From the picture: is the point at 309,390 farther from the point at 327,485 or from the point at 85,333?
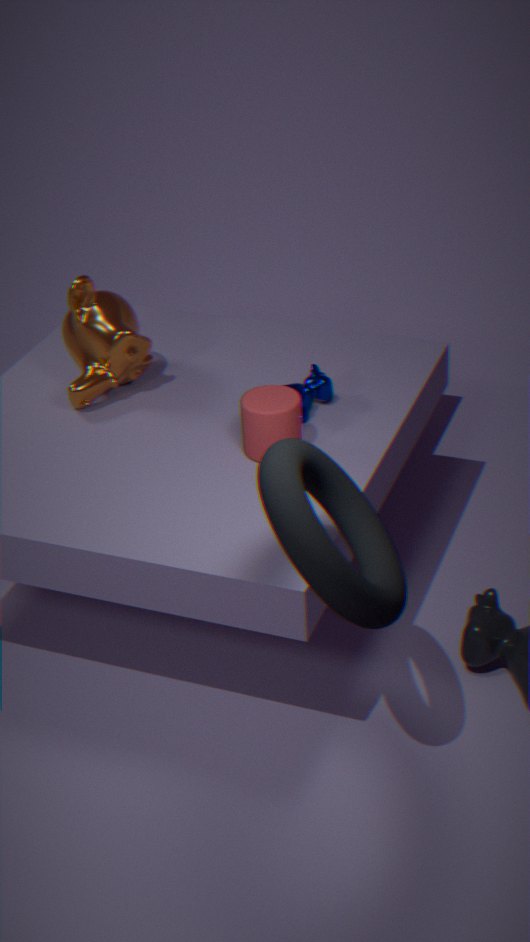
the point at 327,485
